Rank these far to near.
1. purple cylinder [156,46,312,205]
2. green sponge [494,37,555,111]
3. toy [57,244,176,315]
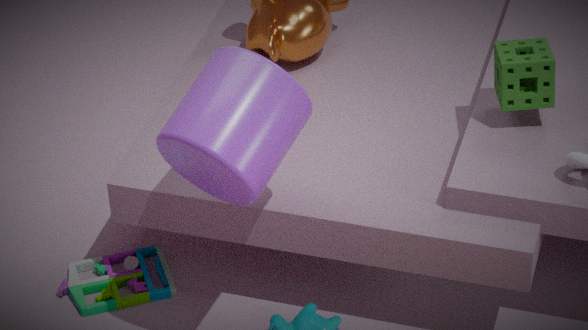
1. toy [57,244,176,315]
2. green sponge [494,37,555,111]
3. purple cylinder [156,46,312,205]
